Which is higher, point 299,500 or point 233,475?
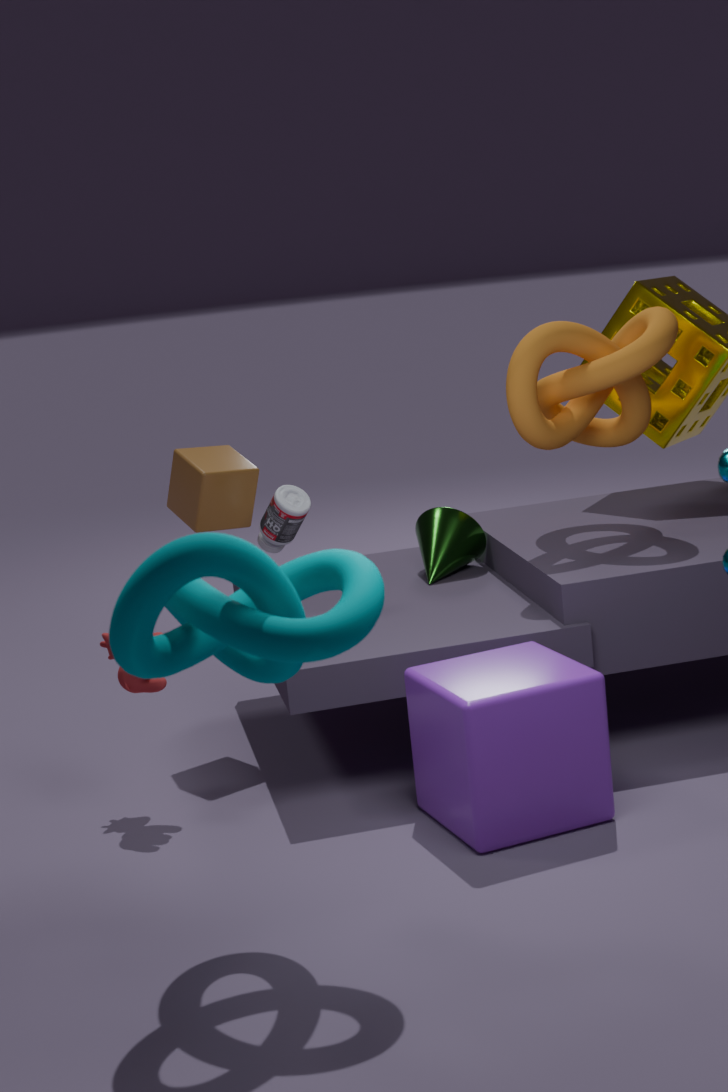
point 233,475
